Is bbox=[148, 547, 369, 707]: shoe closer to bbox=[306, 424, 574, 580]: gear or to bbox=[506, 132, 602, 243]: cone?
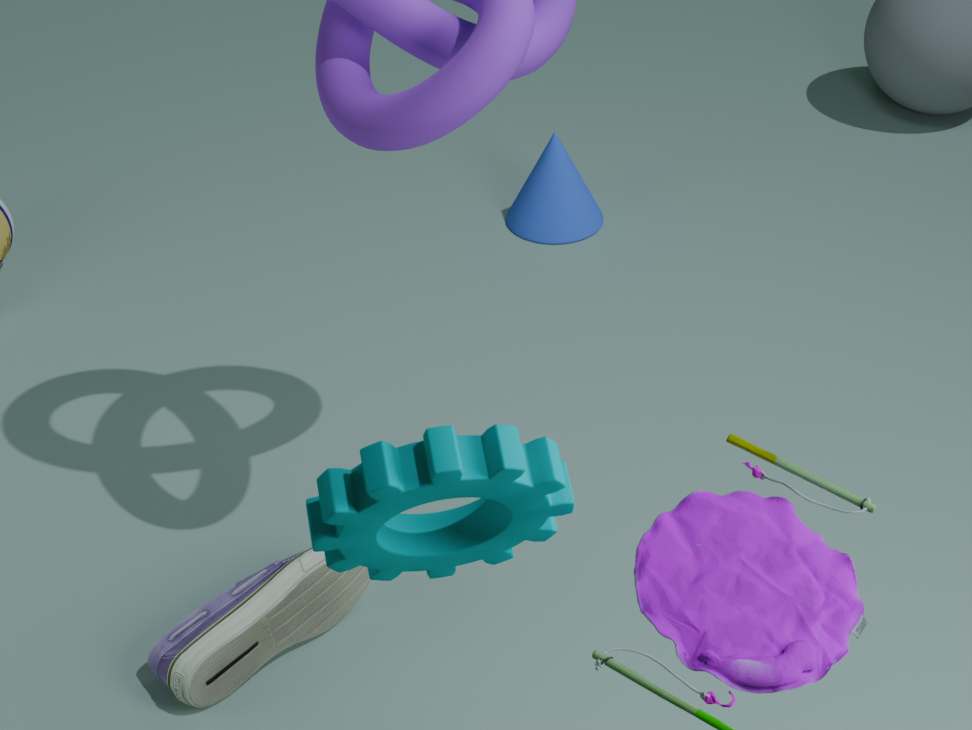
bbox=[306, 424, 574, 580]: gear
